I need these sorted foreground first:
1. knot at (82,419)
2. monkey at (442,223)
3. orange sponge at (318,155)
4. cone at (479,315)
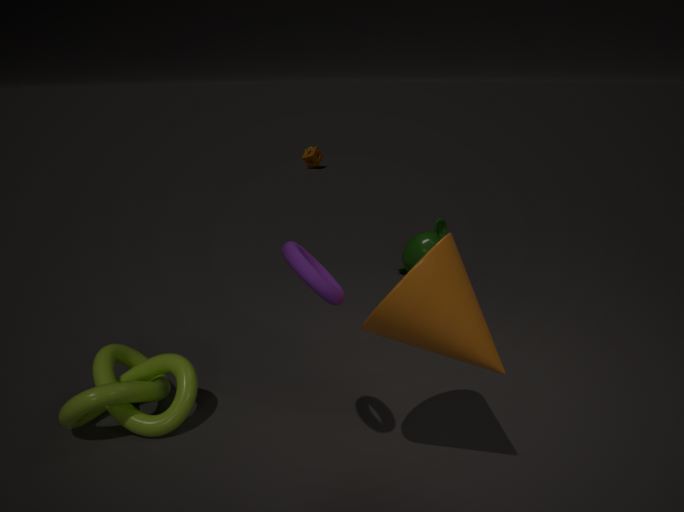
cone at (479,315)
knot at (82,419)
monkey at (442,223)
orange sponge at (318,155)
